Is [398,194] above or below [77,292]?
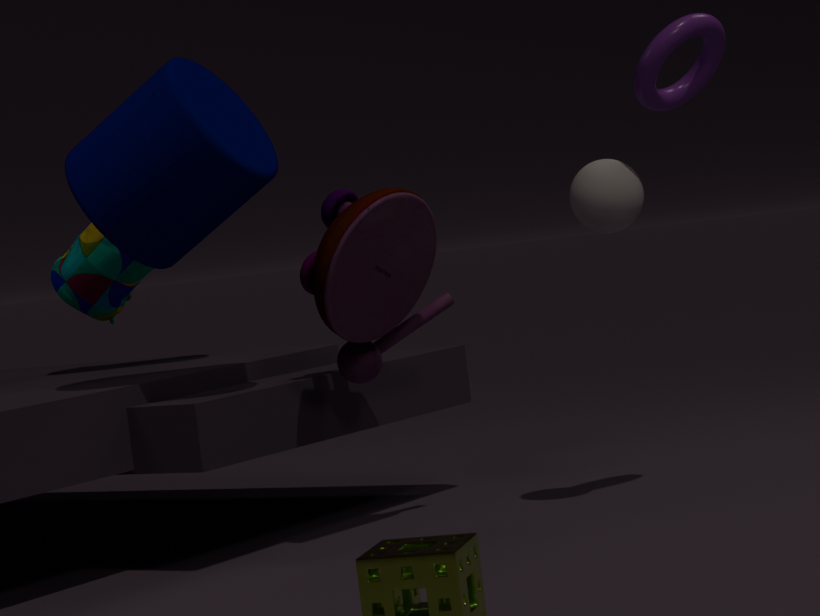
below
